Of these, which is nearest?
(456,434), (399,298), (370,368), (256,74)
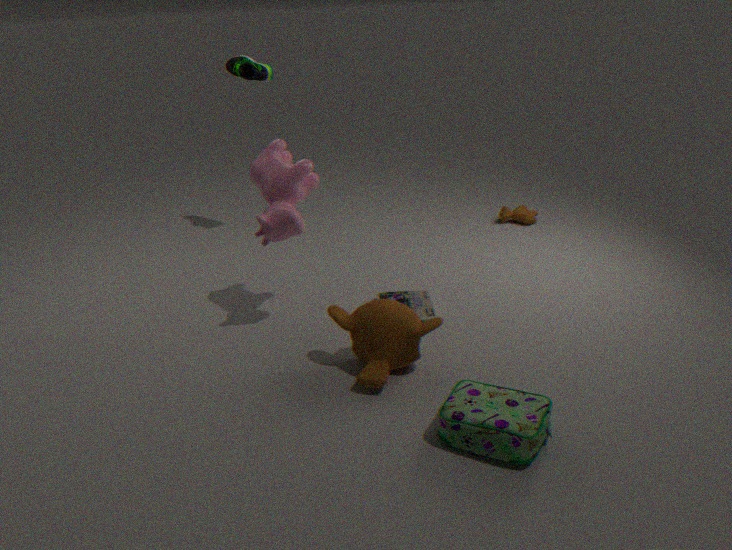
(456,434)
